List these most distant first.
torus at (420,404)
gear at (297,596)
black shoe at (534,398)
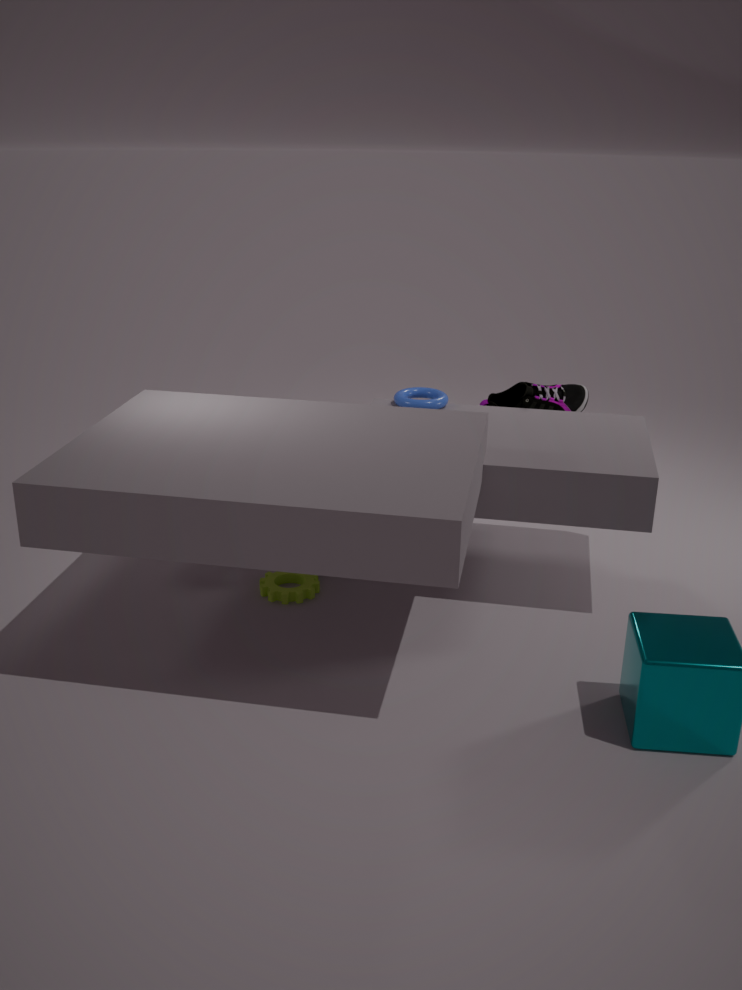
black shoe at (534,398) < torus at (420,404) < gear at (297,596)
